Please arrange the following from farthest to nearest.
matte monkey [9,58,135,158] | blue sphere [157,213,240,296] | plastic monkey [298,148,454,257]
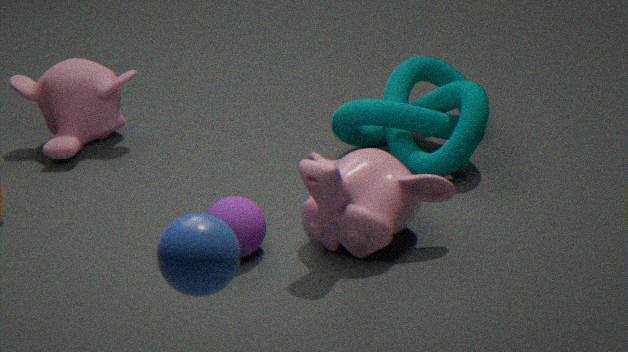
1. matte monkey [9,58,135,158]
2. plastic monkey [298,148,454,257]
3. blue sphere [157,213,240,296]
